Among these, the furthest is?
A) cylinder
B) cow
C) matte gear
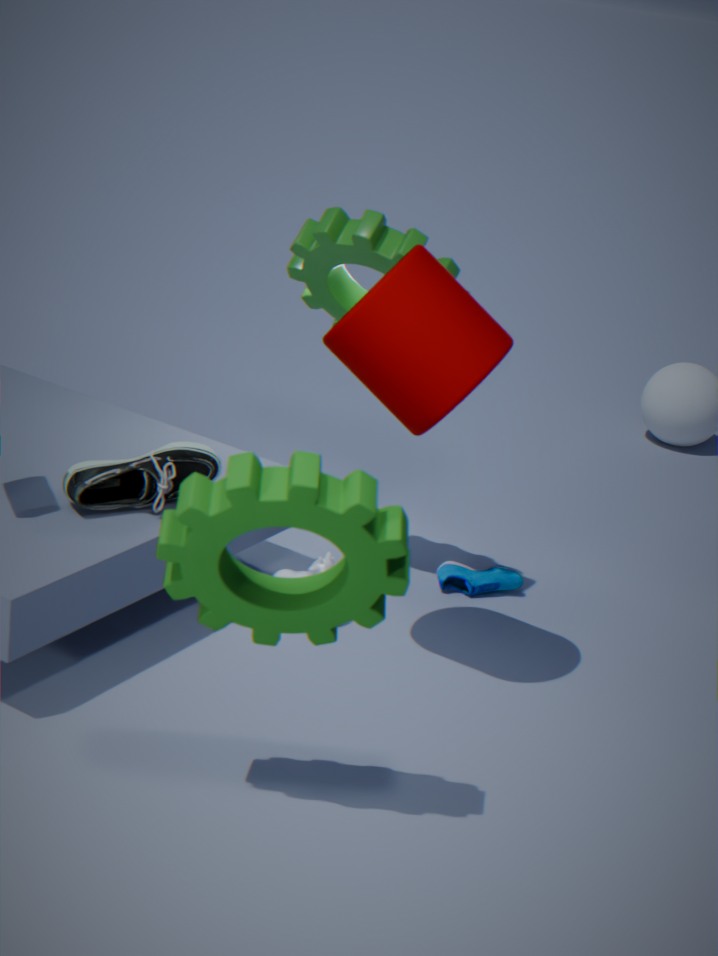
cow
